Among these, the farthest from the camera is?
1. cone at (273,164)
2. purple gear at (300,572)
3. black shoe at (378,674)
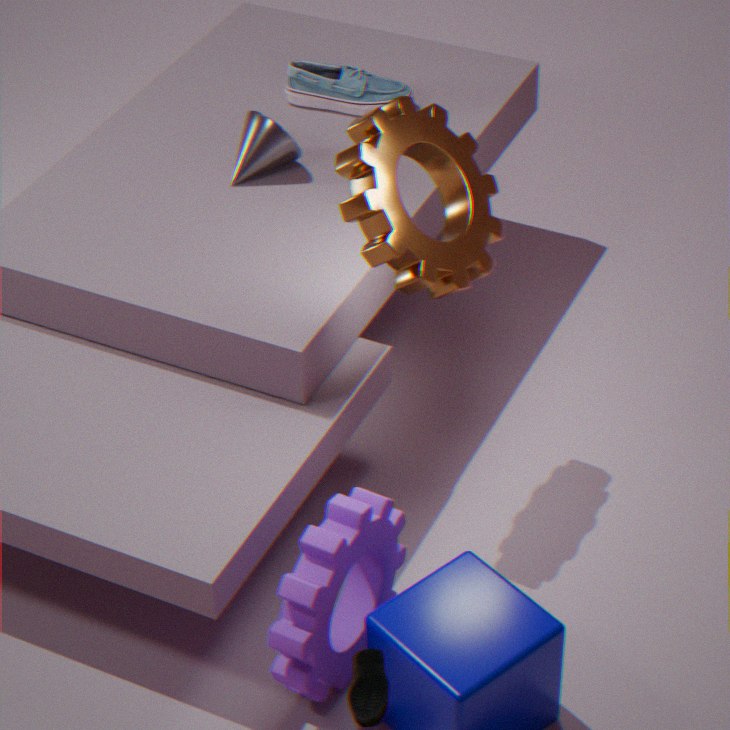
cone at (273,164)
